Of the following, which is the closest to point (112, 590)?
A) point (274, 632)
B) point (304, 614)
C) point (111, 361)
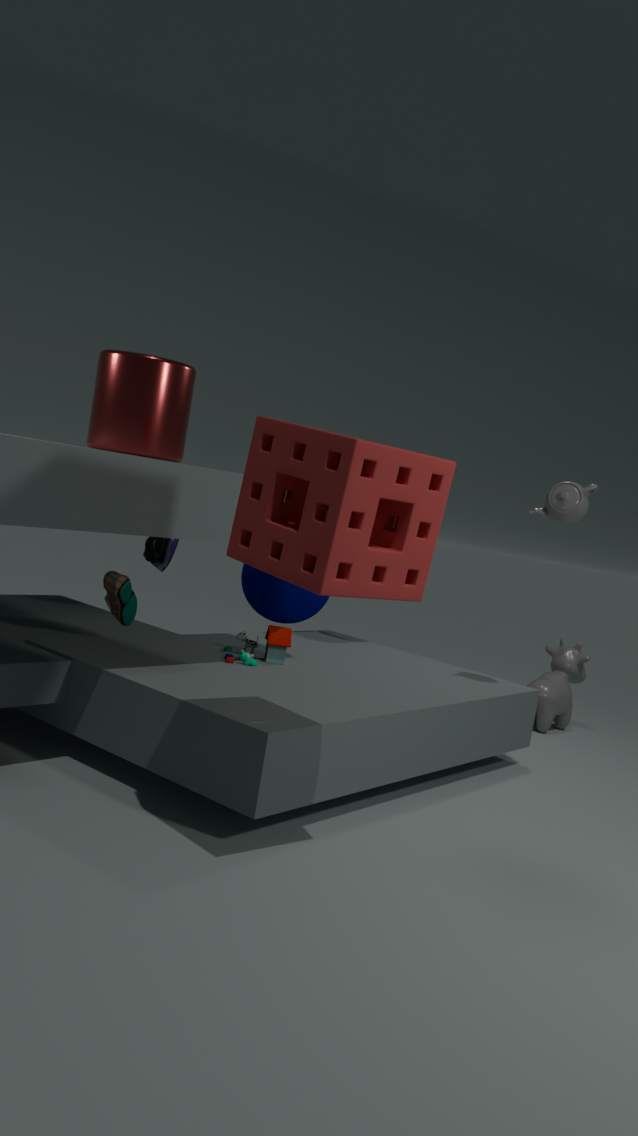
point (274, 632)
